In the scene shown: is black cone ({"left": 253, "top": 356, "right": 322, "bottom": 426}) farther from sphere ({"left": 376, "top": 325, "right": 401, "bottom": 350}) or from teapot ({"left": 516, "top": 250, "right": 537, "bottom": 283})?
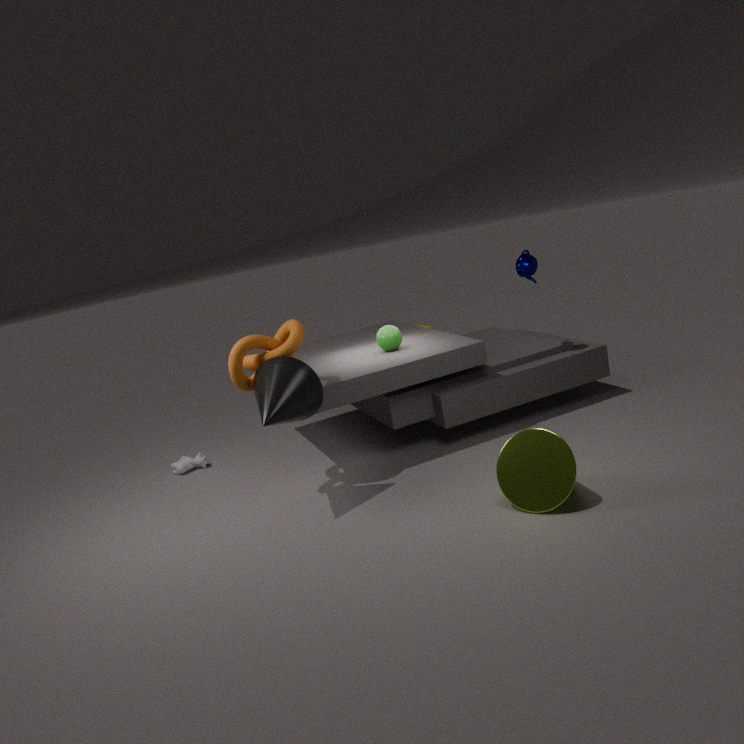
teapot ({"left": 516, "top": 250, "right": 537, "bottom": 283})
